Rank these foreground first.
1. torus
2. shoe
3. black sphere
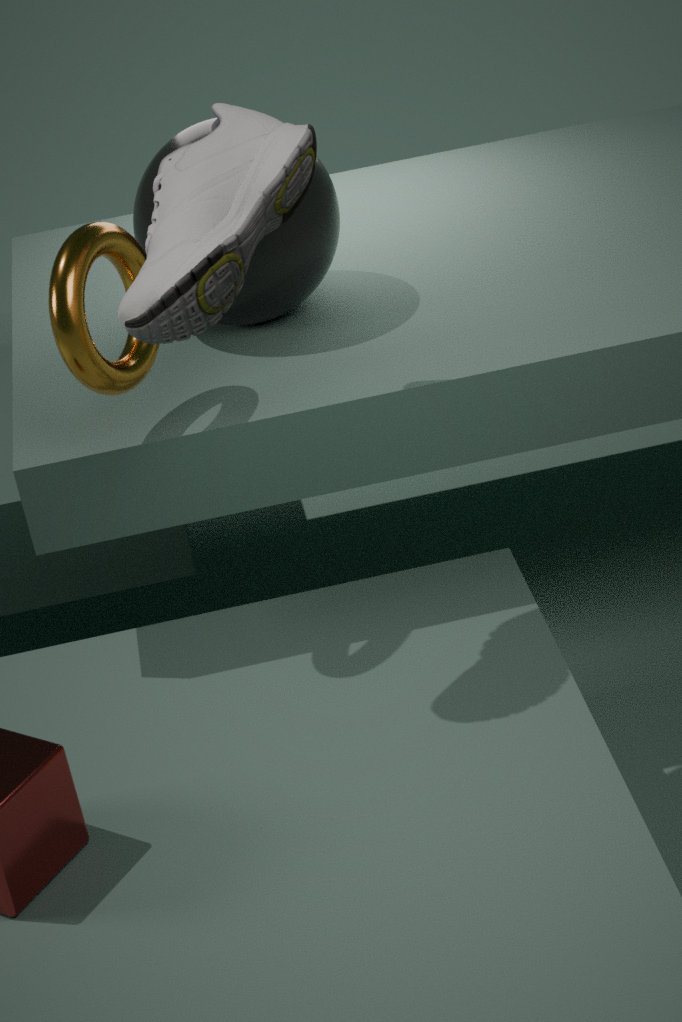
1. shoe
2. torus
3. black sphere
